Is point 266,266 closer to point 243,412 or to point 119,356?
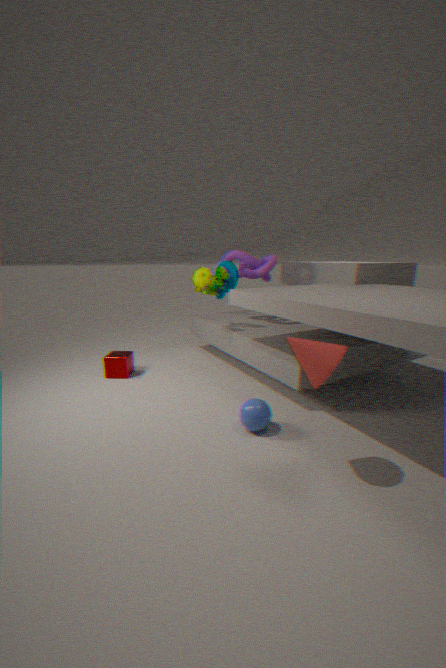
Result: point 119,356
